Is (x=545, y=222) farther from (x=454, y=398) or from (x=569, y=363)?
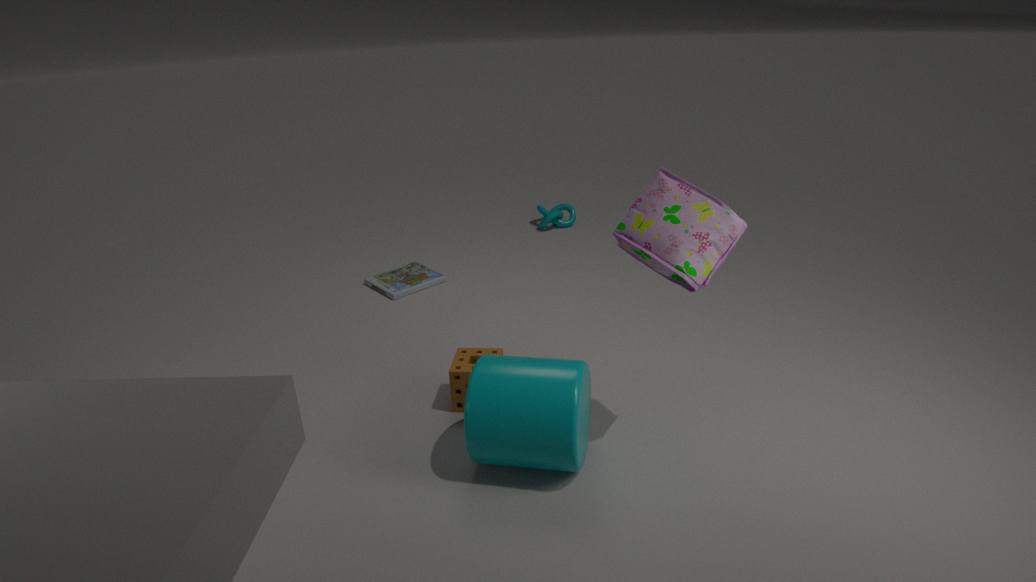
(x=569, y=363)
